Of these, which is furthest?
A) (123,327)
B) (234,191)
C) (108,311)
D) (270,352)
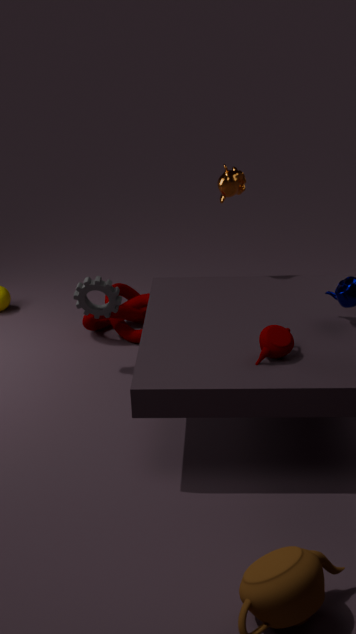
(123,327)
